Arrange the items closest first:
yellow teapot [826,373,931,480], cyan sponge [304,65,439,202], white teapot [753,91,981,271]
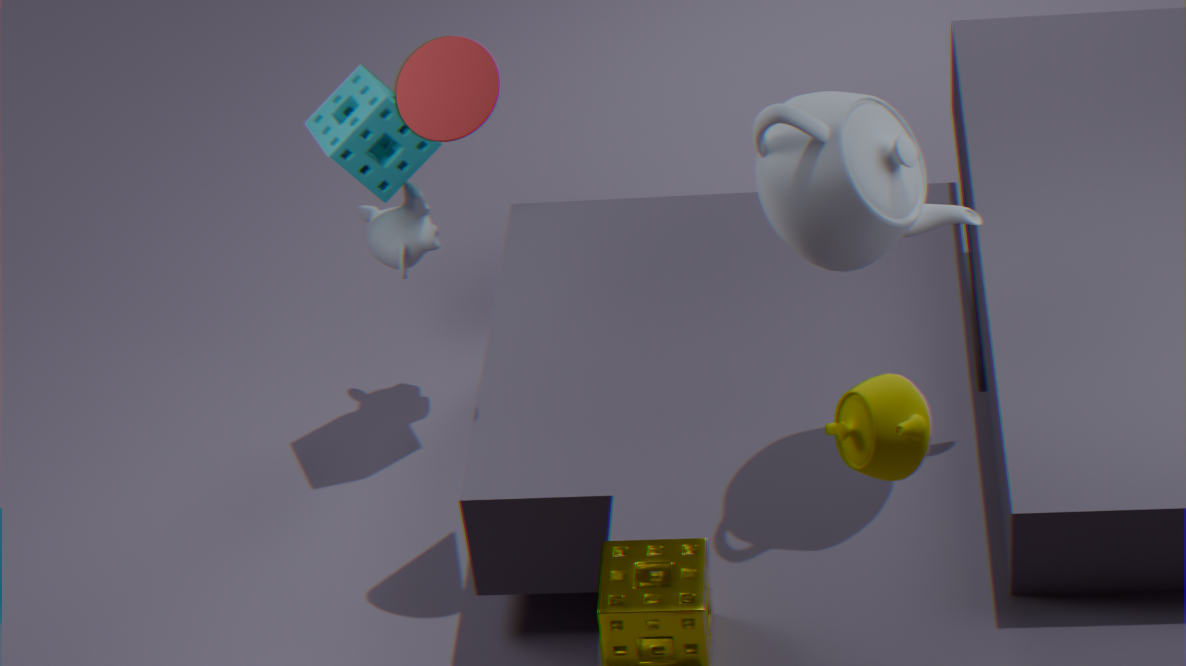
yellow teapot [826,373,931,480], white teapot [753,91,981,271], cyan sponge [304,65,439,202]
